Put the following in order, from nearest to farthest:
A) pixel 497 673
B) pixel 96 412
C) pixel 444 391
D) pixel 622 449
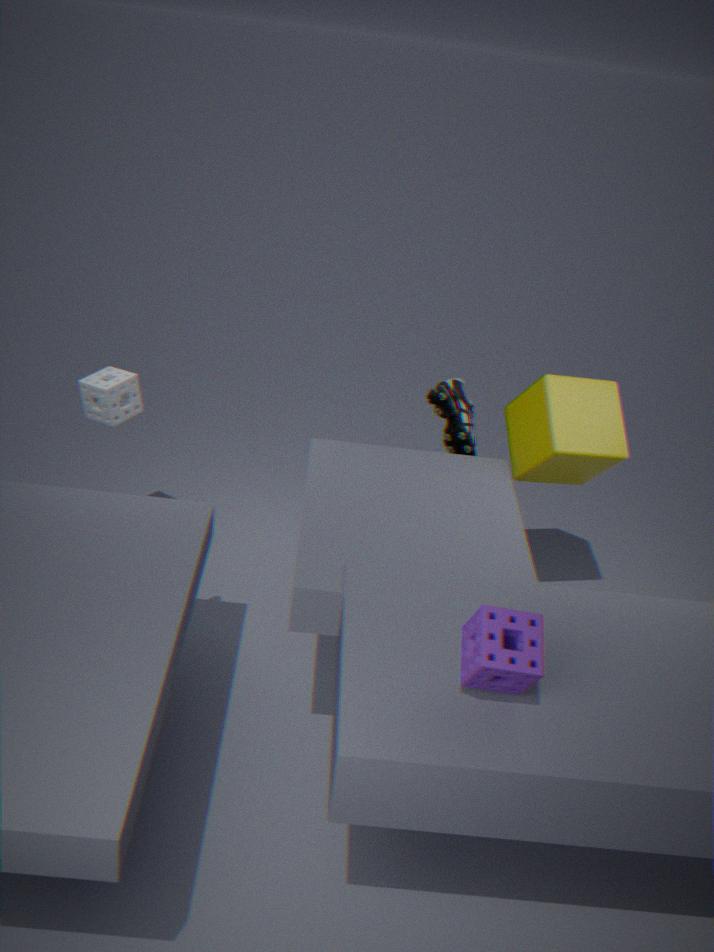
pixel 497 673, pixel 622 449, pixel 96 412, pixel 444 391
